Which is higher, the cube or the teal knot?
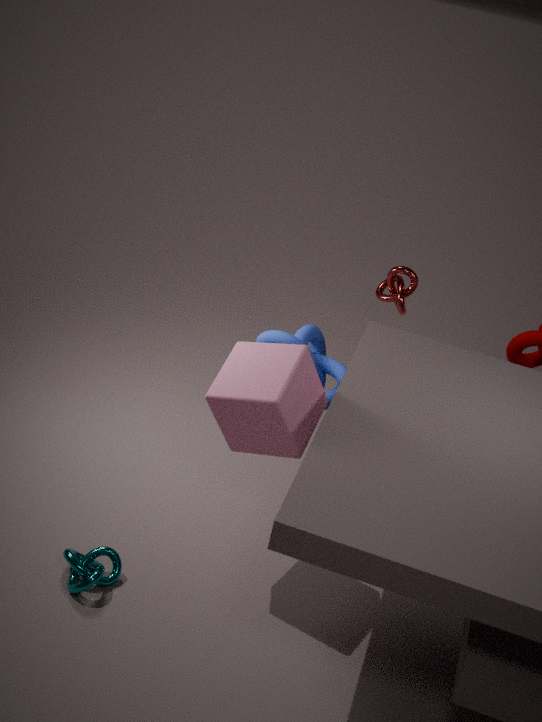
the cube
